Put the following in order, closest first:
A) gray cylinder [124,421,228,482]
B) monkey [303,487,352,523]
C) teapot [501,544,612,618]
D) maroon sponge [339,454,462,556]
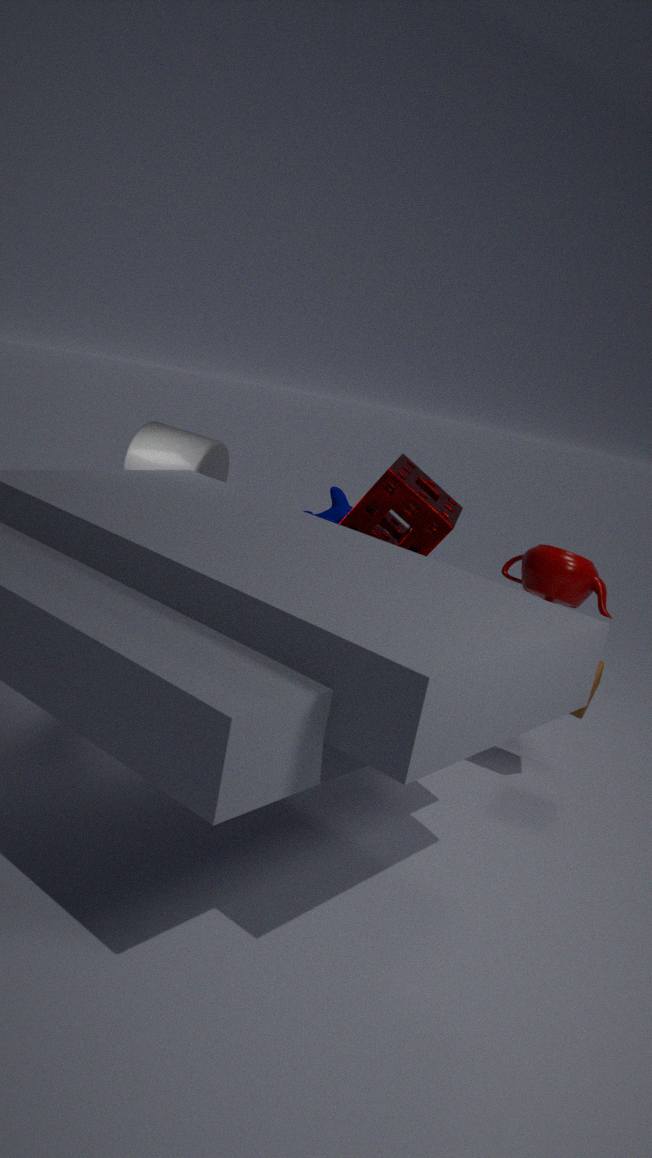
maroon sponge [339,454,462,556] → teapot [501,544,612,618] → gray cylinder [124,421,228,482] → monkey [303,487,352,523]
